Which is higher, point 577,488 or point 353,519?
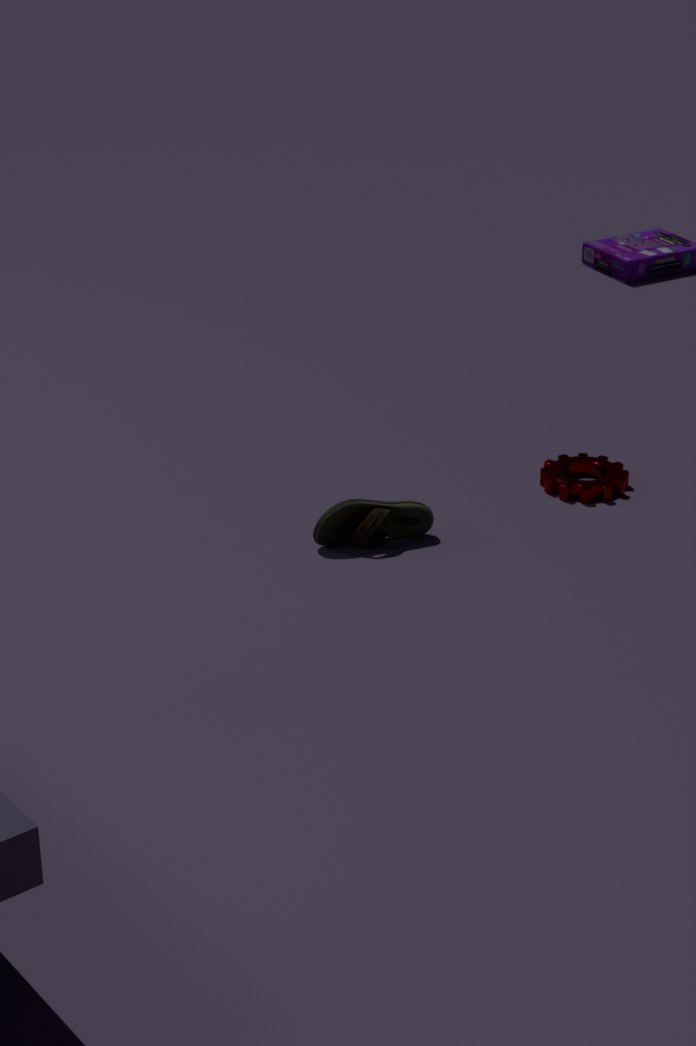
point 353,519
